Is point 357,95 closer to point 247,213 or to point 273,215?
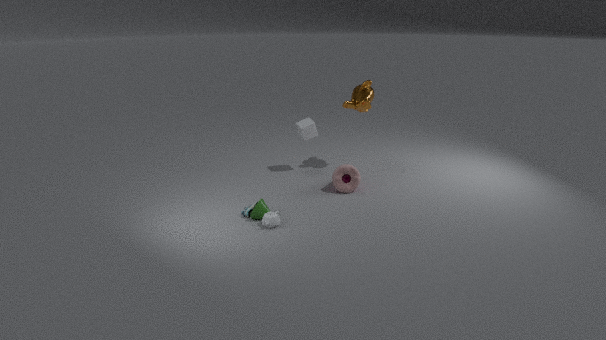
point 247,213
